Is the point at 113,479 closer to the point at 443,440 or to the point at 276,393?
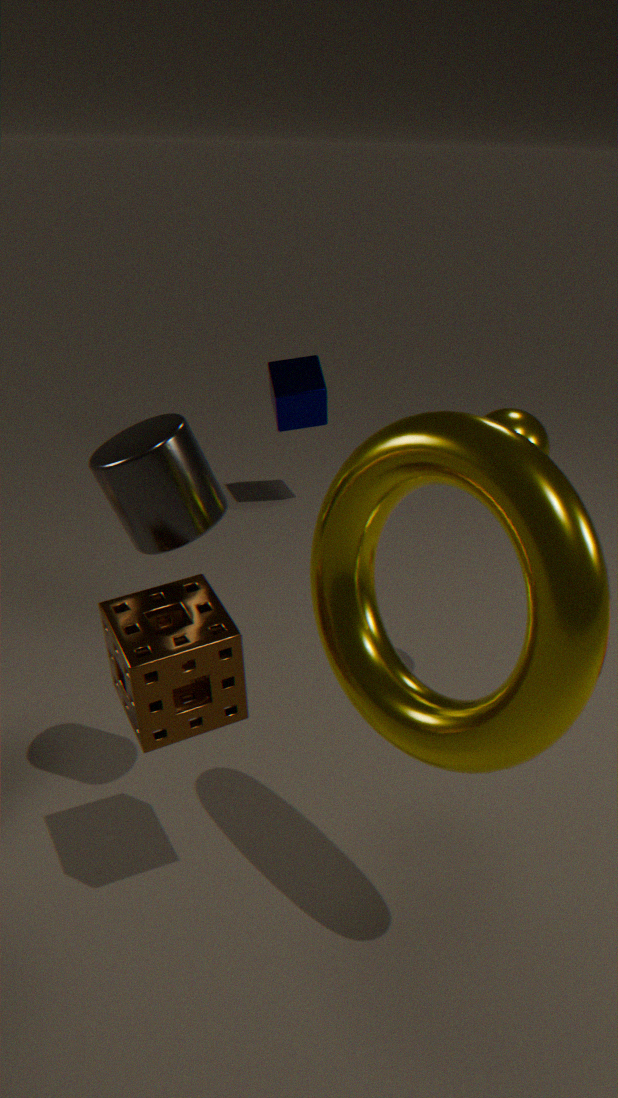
the point at 443,440
